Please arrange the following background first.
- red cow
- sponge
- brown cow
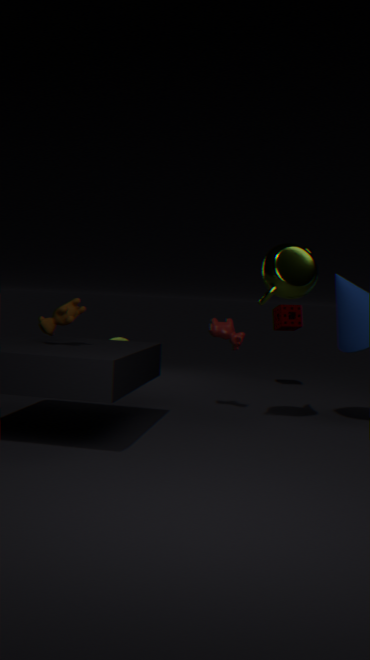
sponge → red cow → brown cow
